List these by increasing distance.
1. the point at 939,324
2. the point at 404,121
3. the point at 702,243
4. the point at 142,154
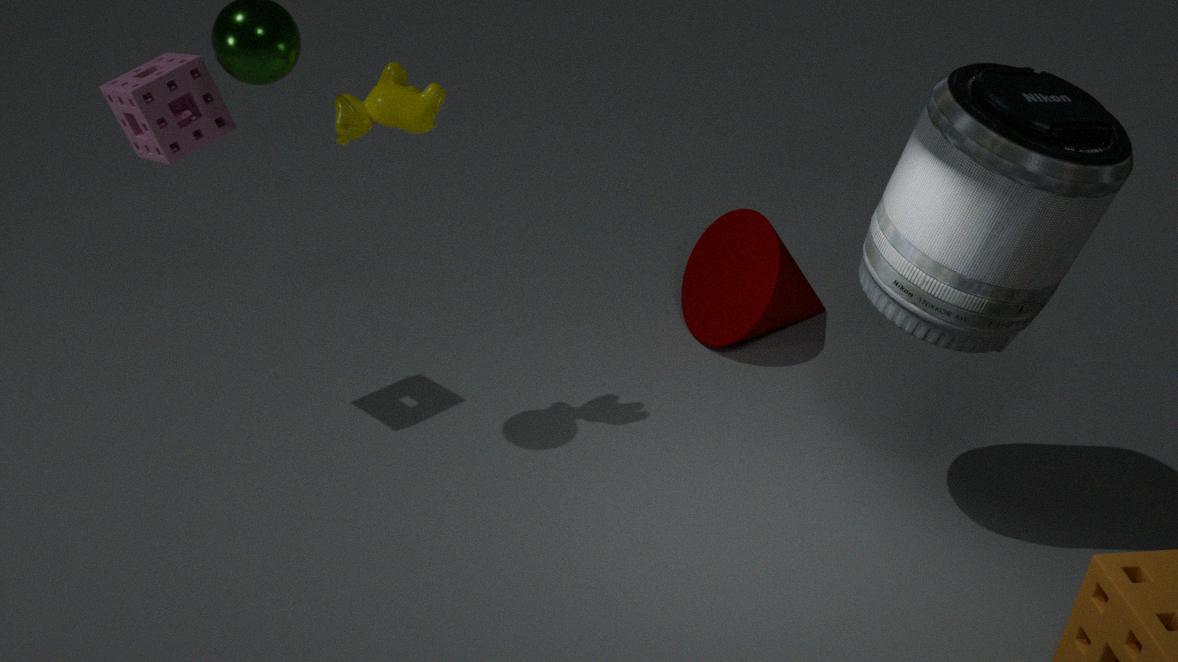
the point at 939,324, the point at 404,121, the point at 142,154, the point at 702,243
